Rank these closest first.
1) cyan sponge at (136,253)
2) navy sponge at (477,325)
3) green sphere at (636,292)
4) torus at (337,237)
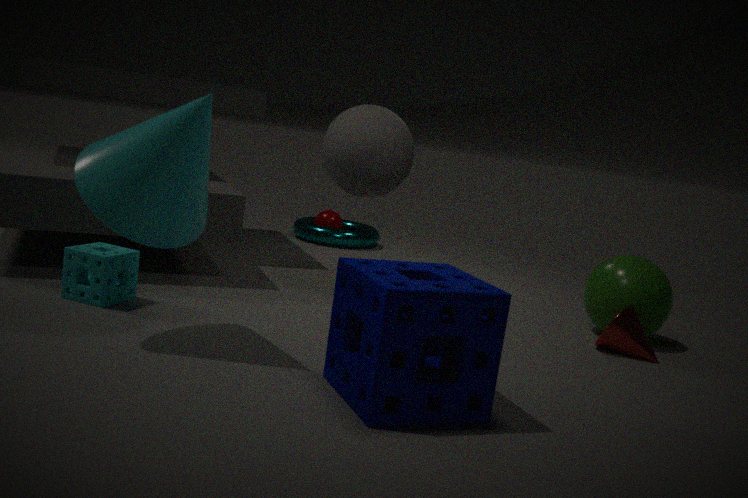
2. navy sponge at (477,325) → 1. cyan sponge at (136,253) → 3. green sphere at (636,292) → 4. torus at (337,237)
